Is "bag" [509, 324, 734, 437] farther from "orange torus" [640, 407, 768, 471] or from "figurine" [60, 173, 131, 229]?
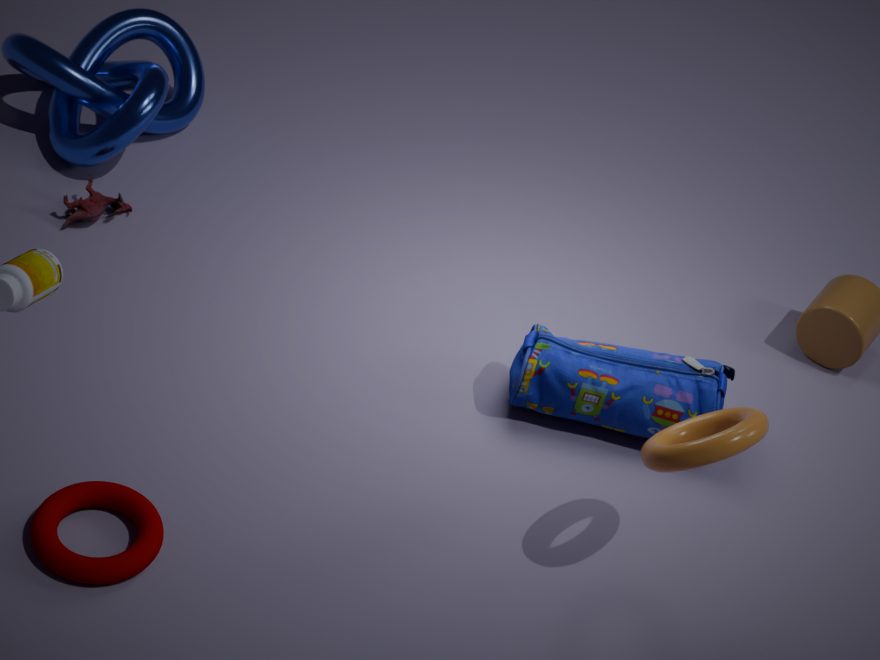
"figurine" [60, 173, 131, 229]
